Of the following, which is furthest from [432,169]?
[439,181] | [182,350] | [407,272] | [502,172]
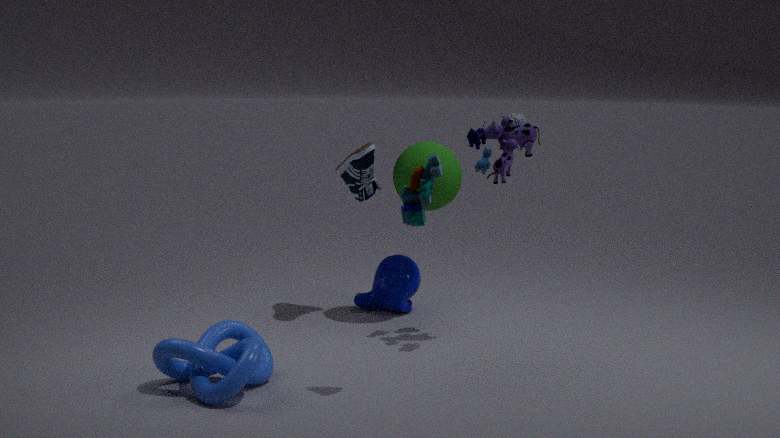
[407,272]
